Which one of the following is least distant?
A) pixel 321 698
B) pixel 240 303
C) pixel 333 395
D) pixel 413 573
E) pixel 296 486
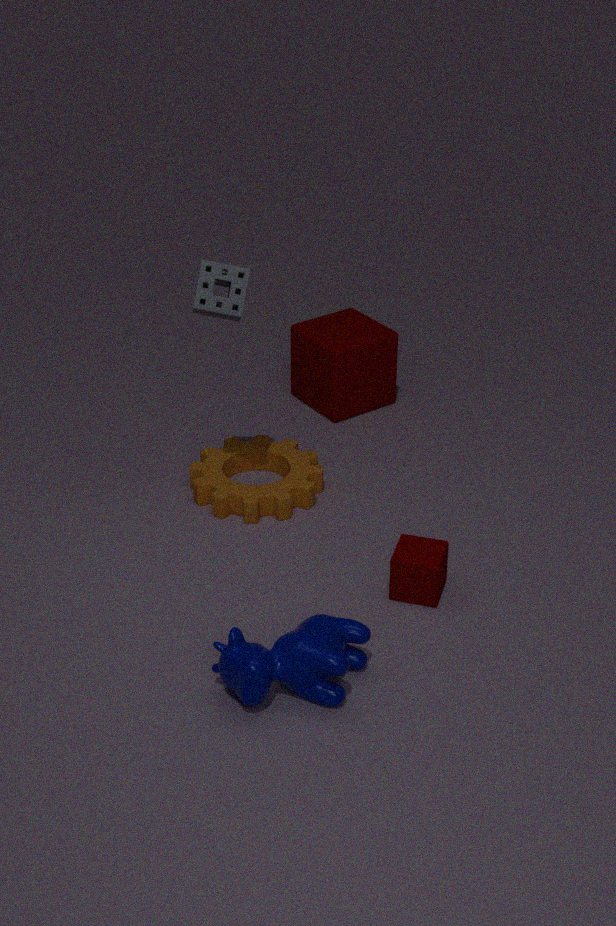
pixel 321 698
